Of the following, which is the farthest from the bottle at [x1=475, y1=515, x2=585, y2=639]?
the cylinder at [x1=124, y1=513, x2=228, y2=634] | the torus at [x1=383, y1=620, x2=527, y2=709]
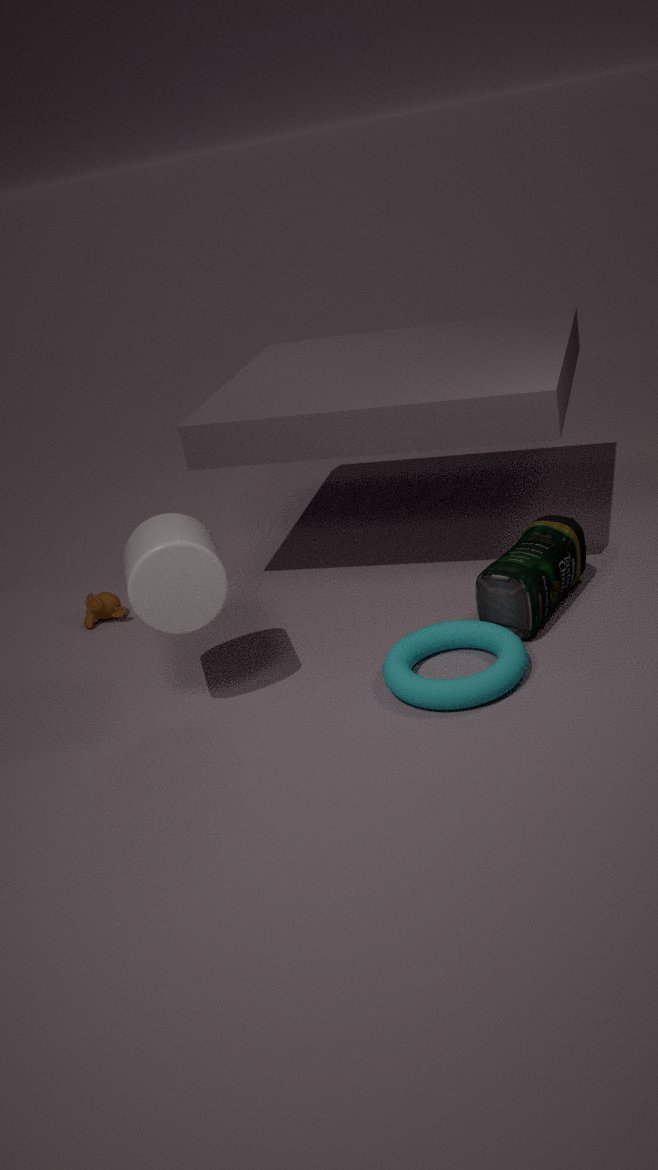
the cylinder at [x1=124, y1=513, x2=228, y2=634]
